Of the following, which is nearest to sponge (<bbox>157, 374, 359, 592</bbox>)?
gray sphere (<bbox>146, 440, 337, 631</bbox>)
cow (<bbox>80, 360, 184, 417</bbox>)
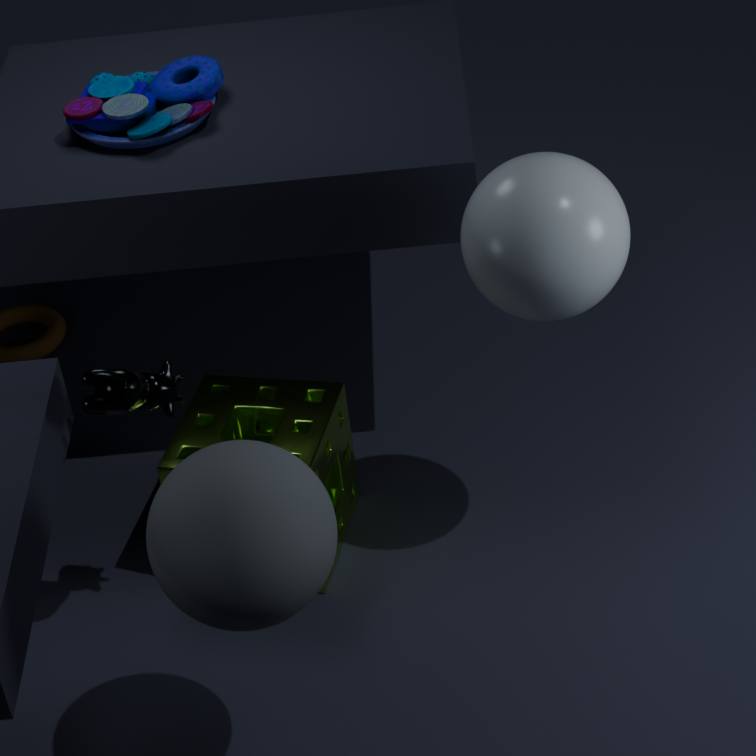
cow (<bbox>80, 360, 184, 417</bbox>)
